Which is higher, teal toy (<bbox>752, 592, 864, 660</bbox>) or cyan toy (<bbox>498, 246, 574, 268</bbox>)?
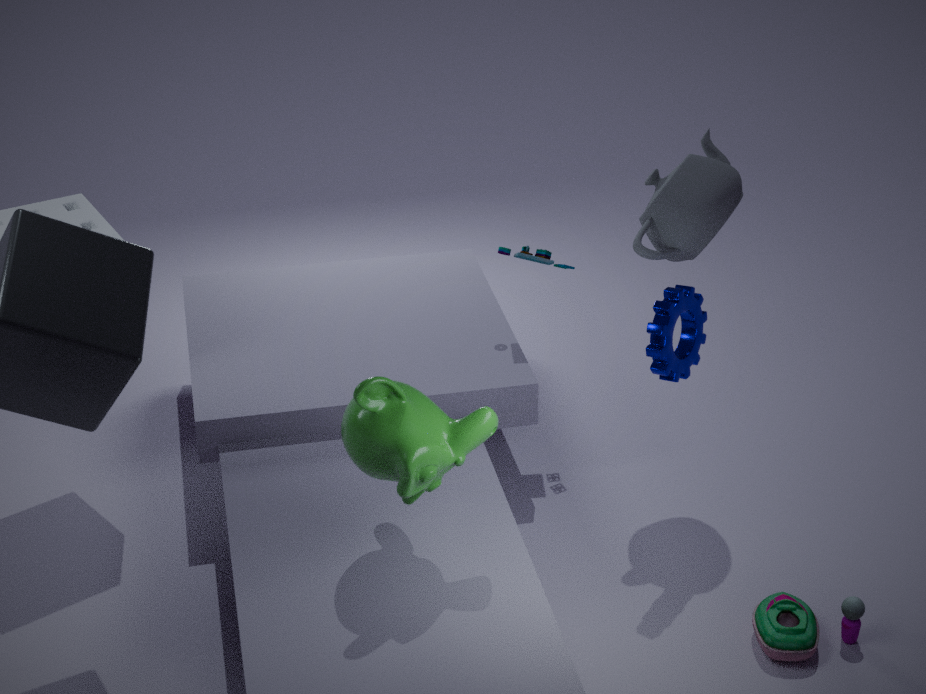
cyan toy (<bbox>498, 246, 574, 268</bbox>)
